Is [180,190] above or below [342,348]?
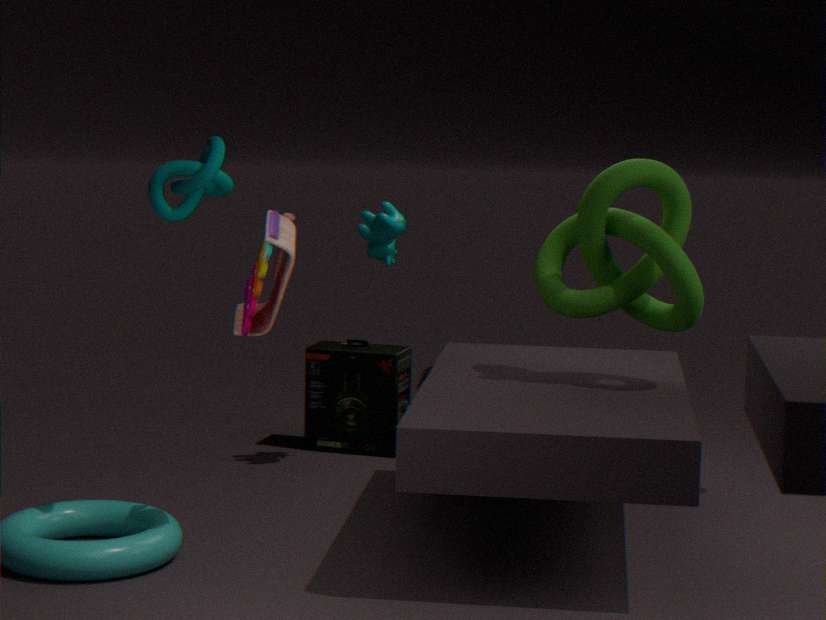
above
